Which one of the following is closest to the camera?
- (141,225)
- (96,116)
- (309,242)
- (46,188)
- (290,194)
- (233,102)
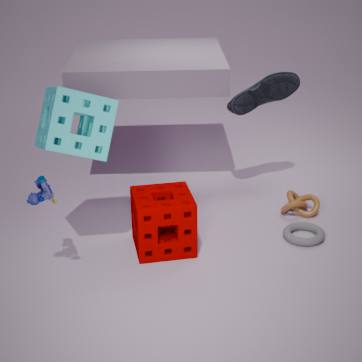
(46,188)
